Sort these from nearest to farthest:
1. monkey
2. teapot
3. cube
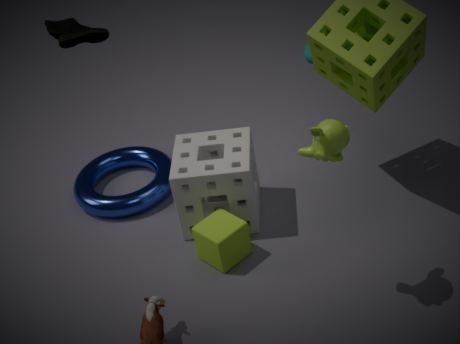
monkey, cube, teapot
